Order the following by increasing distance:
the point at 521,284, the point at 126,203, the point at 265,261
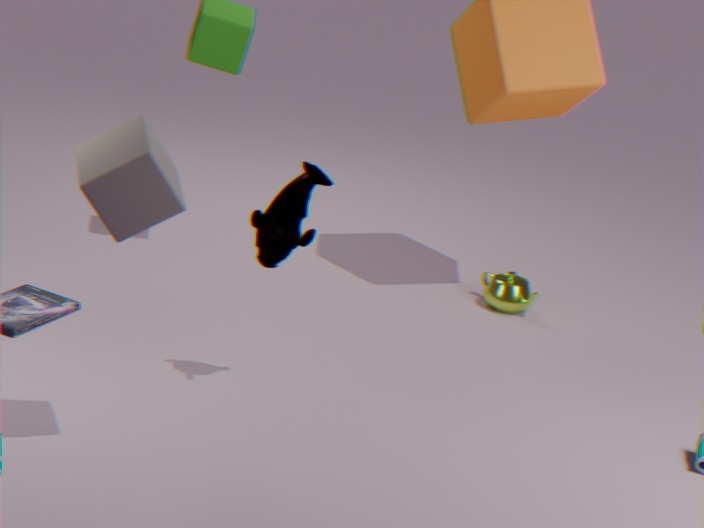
the point at 126,203 < the point at 265,261 < the point at 521,284
